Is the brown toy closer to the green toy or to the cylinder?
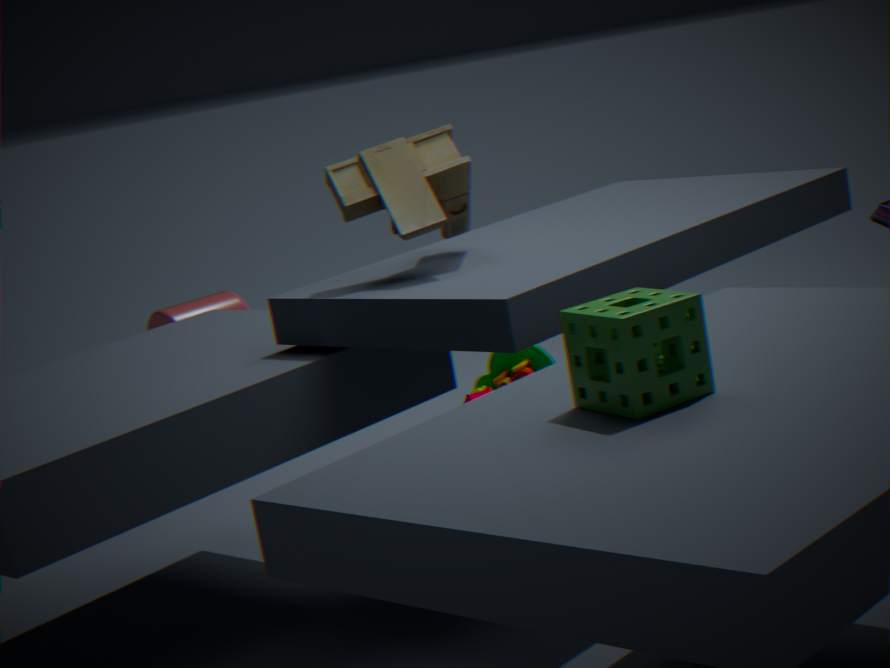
the green toy
